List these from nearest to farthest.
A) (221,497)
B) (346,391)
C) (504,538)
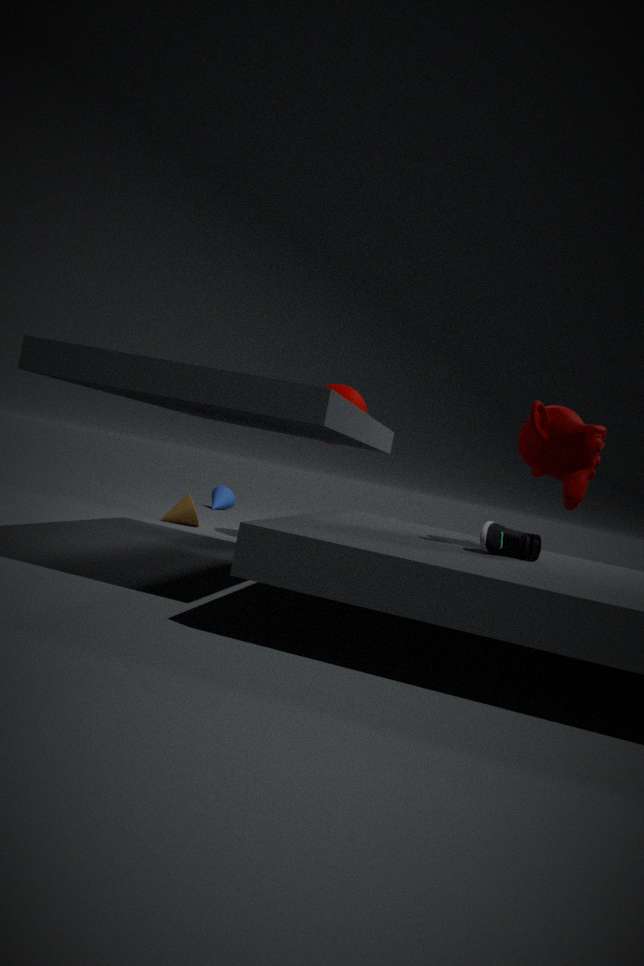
(504,538)
(346,391)
(221,497)
